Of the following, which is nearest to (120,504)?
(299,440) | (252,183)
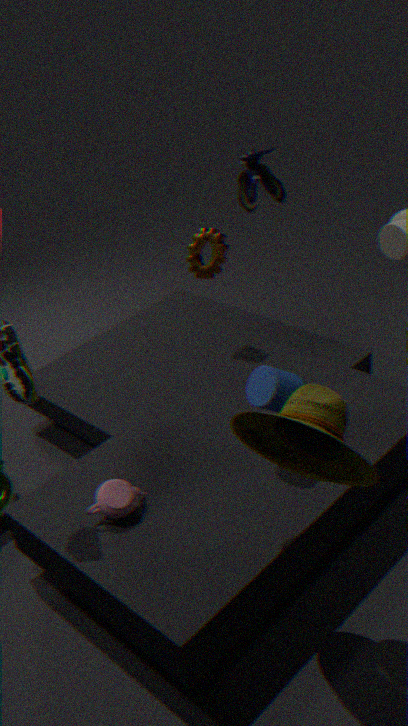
(299,440)
